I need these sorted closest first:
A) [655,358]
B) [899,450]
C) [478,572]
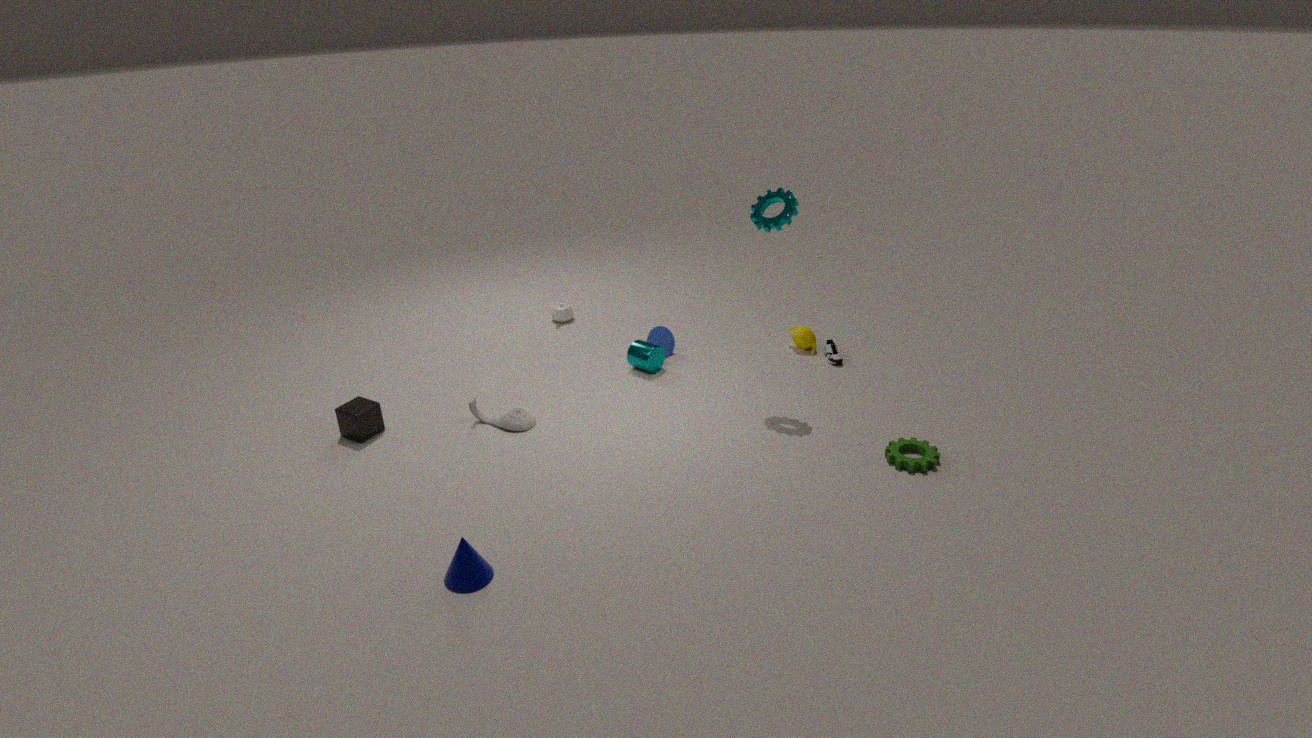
[478,572] < [899,450] < [655,358]
